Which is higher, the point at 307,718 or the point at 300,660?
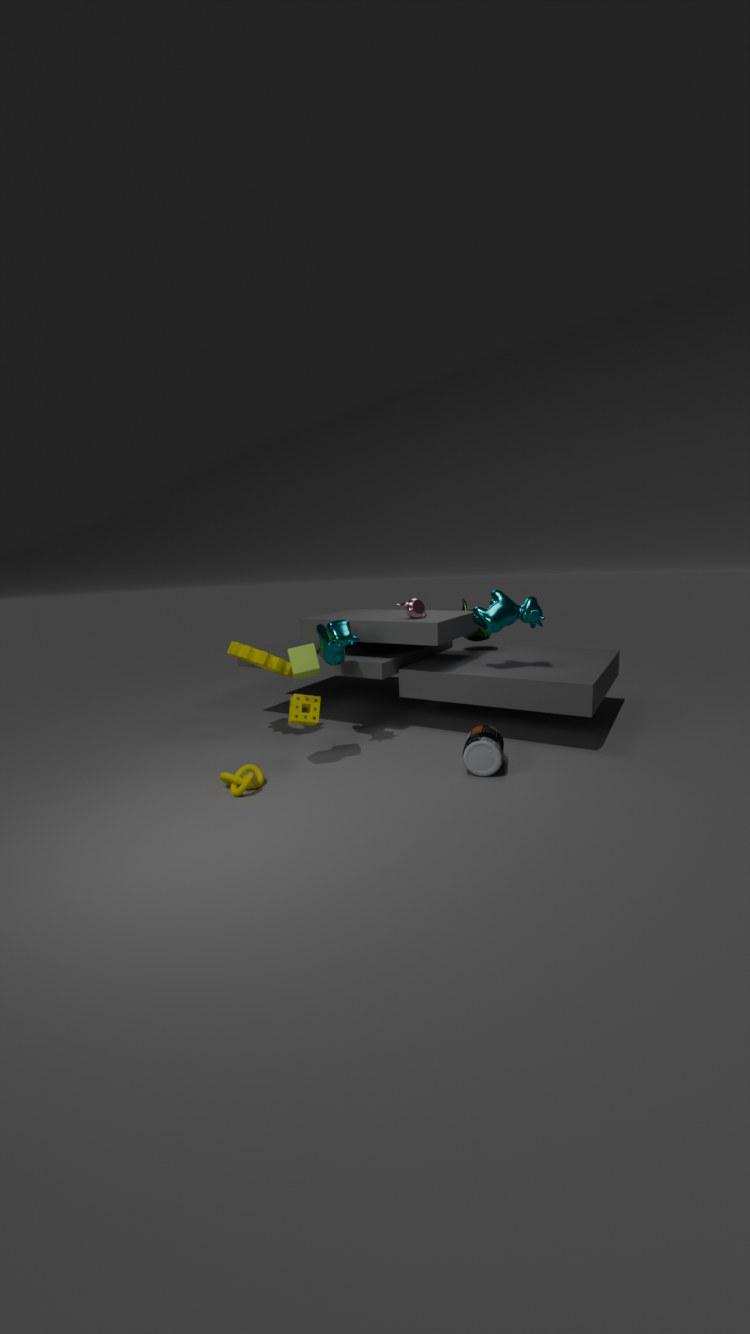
the point at 300,660
